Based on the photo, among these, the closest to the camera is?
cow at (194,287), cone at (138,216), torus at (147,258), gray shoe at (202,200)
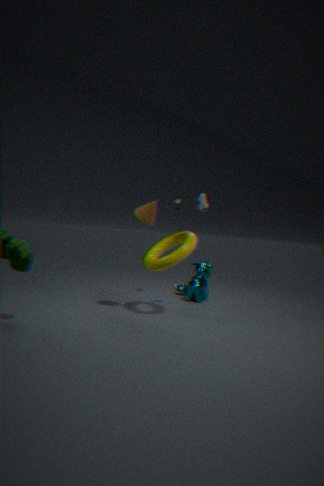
torus at (147,258)
